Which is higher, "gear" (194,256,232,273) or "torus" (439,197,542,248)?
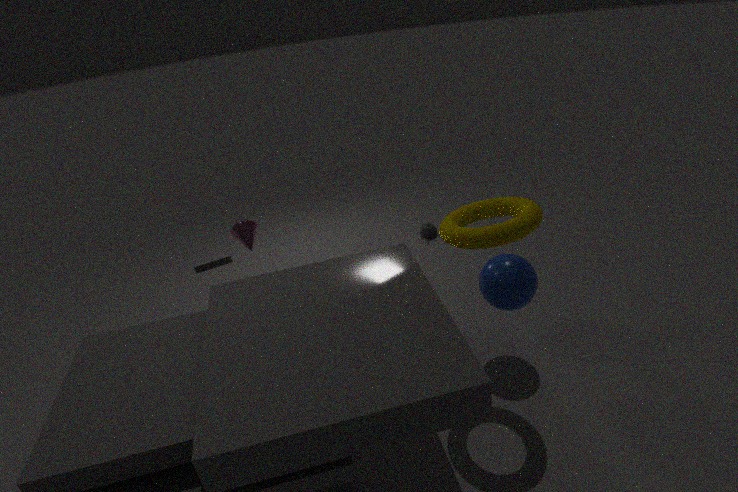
"torus" (439,197,542,248)
